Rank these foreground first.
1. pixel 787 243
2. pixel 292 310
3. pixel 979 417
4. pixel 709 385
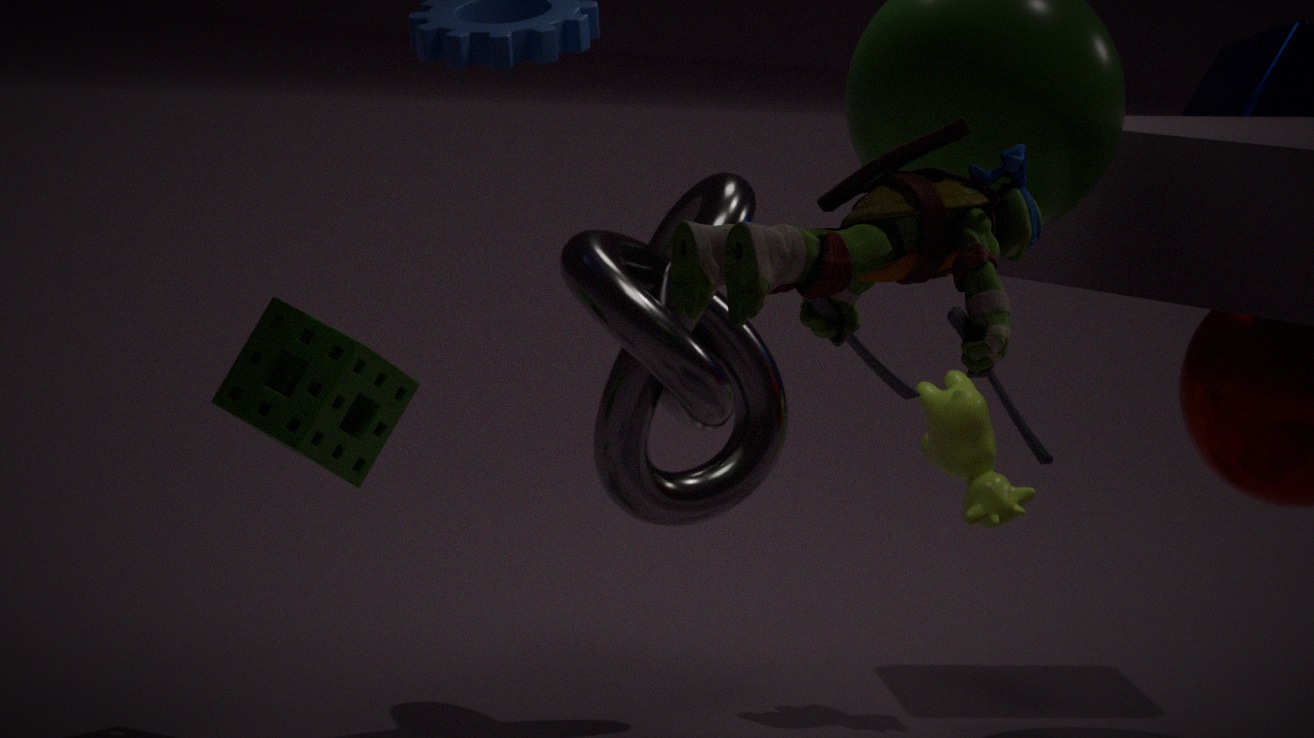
1. pixel 787 243
2. pixel 709 385
3. pixel 292 310
4. pixel 979 417
